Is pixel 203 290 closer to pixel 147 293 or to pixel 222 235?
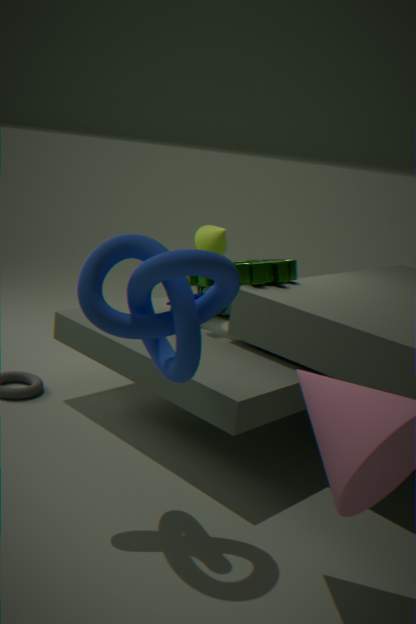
pixel 222 235
